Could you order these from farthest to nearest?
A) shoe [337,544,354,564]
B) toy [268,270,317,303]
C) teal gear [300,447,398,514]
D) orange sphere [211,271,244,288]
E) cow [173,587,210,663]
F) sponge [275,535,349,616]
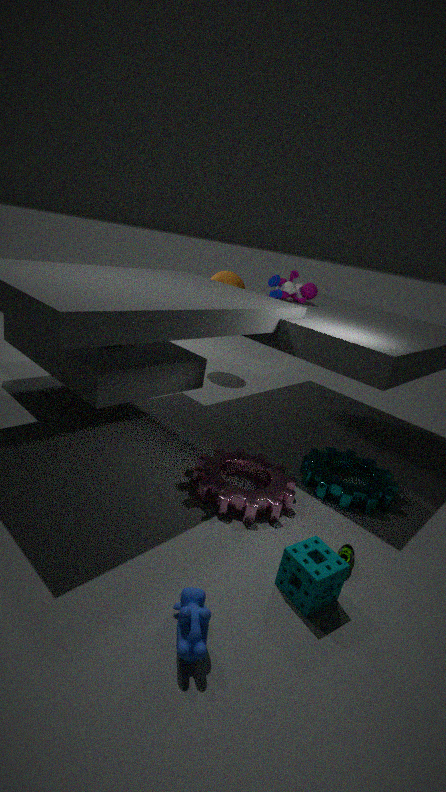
orange sphere [211,271,244,288] < toy [268,270,317,303] < teal gear [300,447,398,514] < shoe [337,544,354,564] < sponge [275,535,349,616] < cow [173,587,210,663]
